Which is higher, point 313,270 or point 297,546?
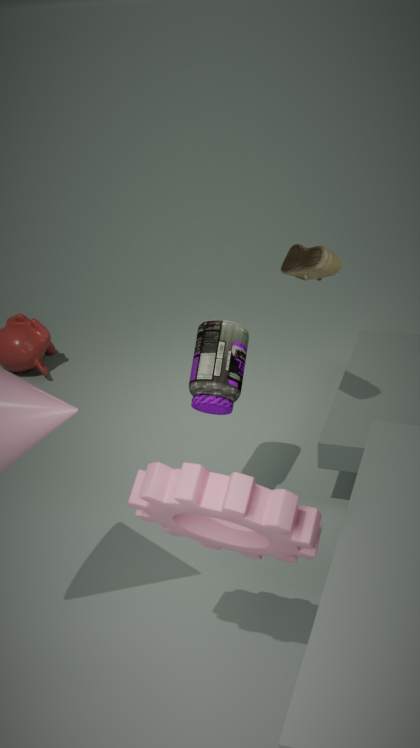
point 313,270
